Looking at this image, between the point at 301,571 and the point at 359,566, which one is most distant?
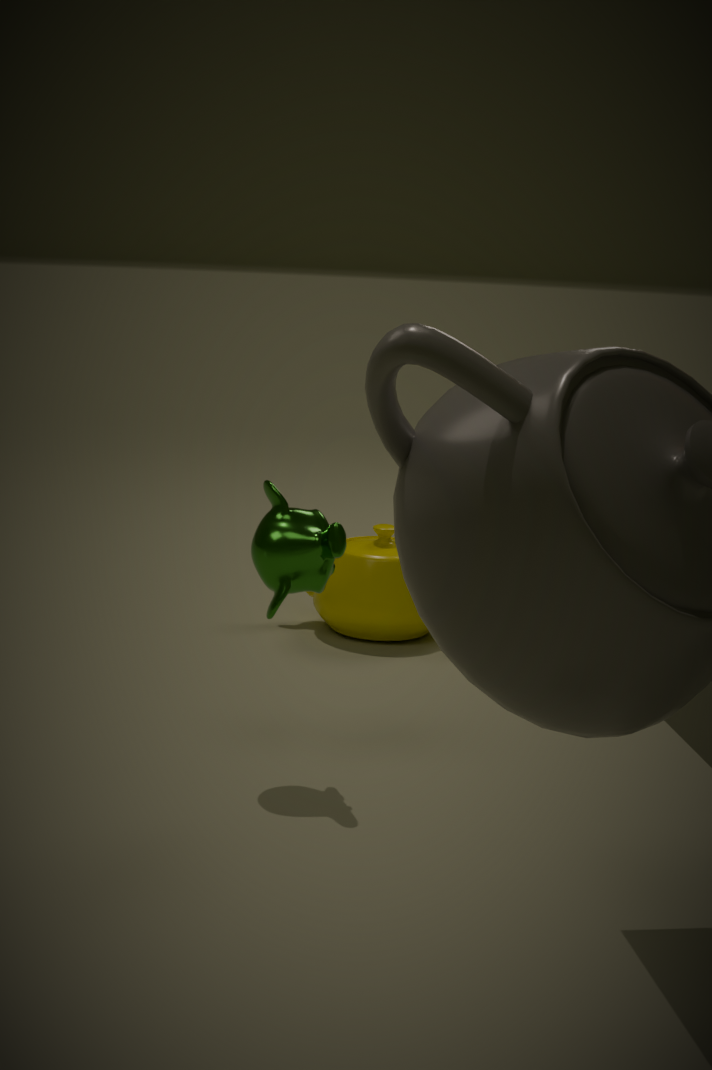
the point at 359,566
